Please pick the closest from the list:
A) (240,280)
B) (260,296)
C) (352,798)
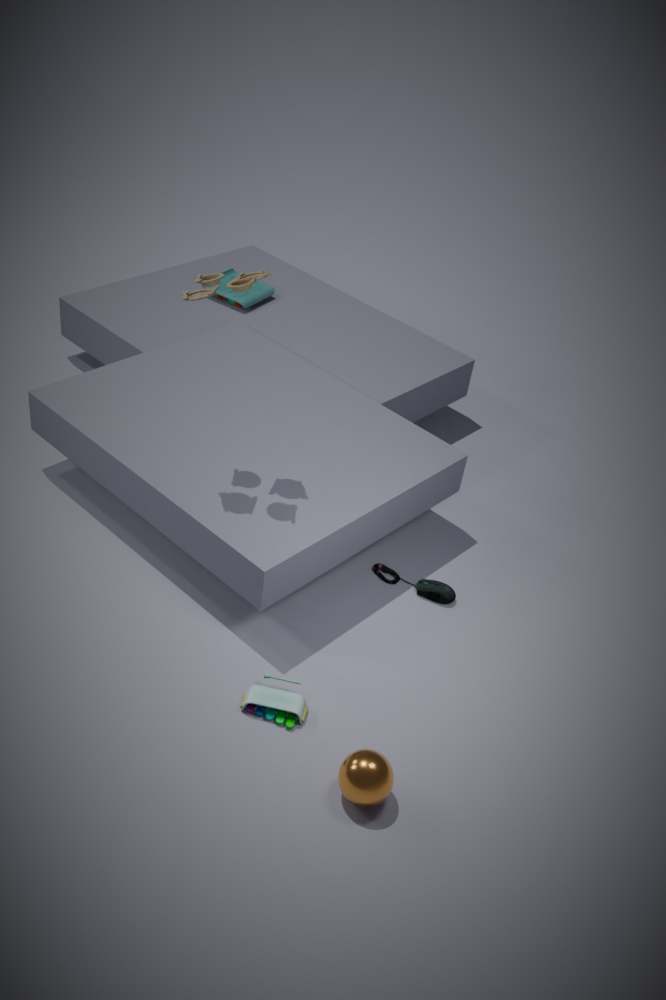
(352,798)
